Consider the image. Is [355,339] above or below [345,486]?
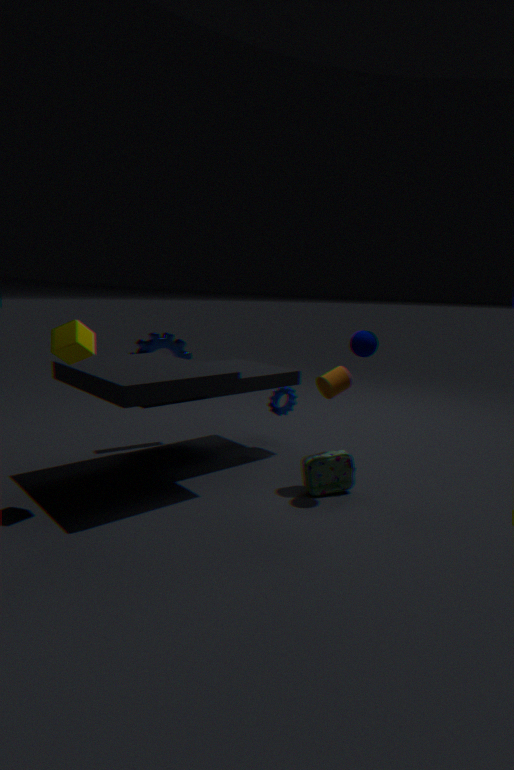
above
